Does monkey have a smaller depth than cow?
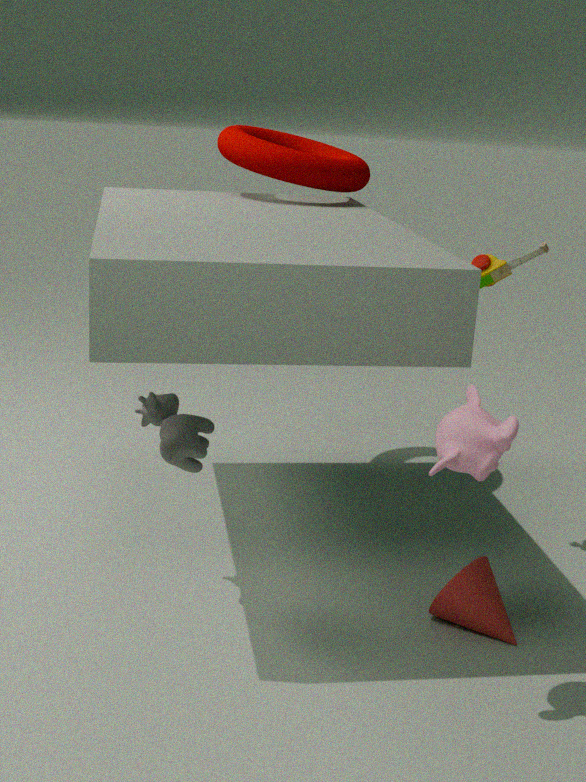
Yes
